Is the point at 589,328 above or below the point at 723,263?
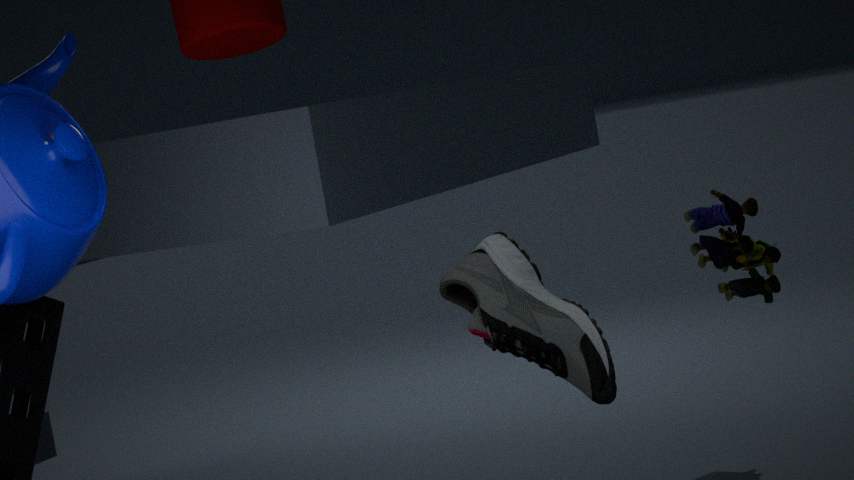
above
